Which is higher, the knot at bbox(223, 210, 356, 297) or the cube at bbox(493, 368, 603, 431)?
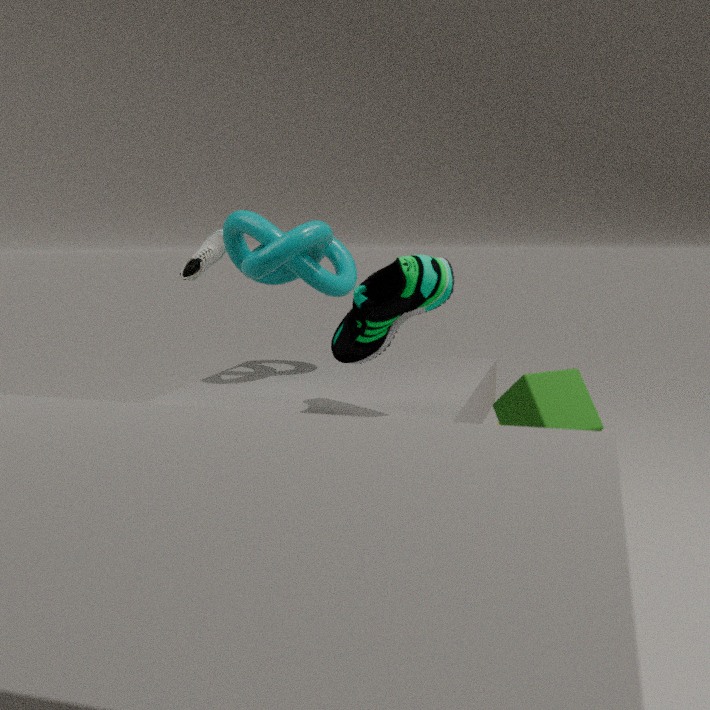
the knot at bbox(223, 210, 356, 297)
